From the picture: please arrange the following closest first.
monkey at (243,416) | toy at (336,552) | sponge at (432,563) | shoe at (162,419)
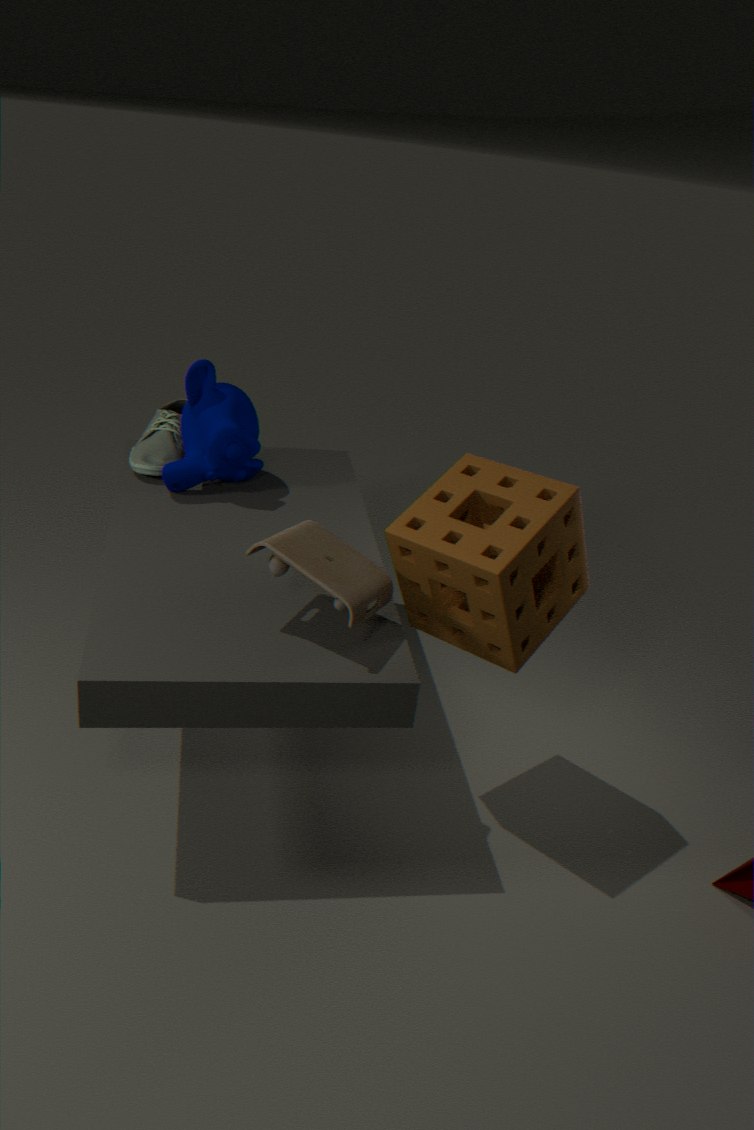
toy at (336,552), sponge at (432,563), monkey at (243,416), shoe at (162,419)
